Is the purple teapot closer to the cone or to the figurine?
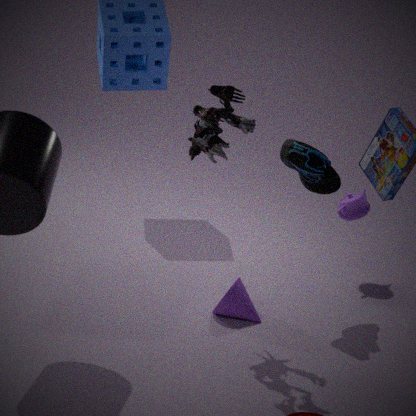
the cone
